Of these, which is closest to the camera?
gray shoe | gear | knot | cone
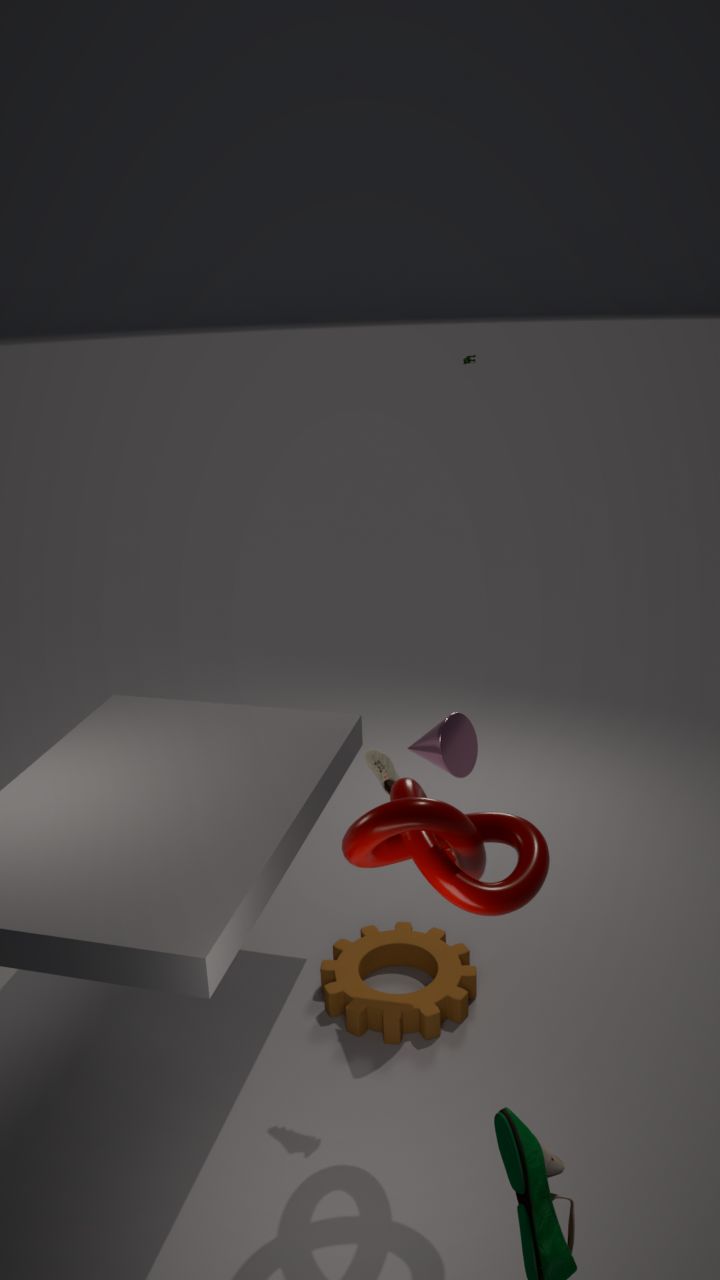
knot
